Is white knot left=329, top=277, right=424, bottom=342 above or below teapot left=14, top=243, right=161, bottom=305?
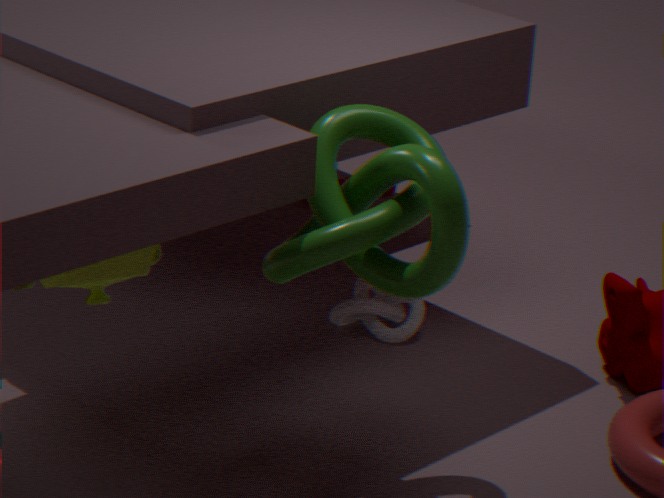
below
